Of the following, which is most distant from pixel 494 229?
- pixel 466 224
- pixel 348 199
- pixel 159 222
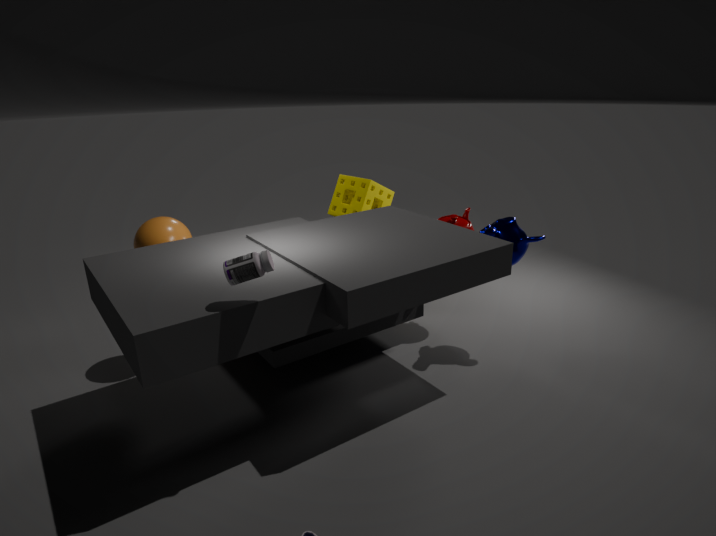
pixel 159 222
